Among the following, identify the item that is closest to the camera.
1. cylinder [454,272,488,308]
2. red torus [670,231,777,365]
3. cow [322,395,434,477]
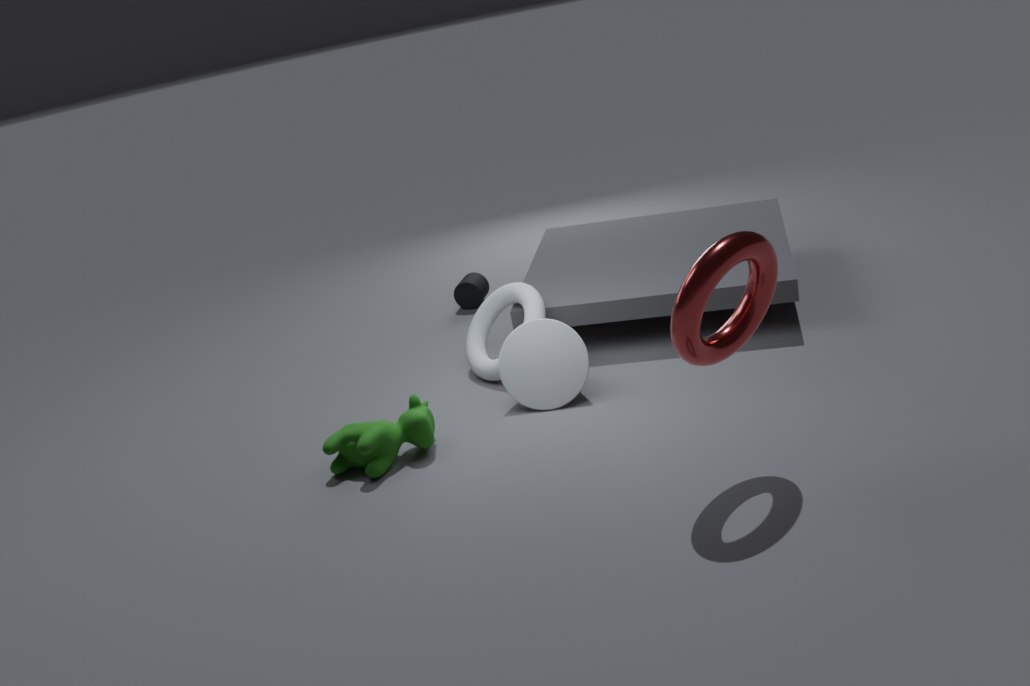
red torus [670,231,777,365]
